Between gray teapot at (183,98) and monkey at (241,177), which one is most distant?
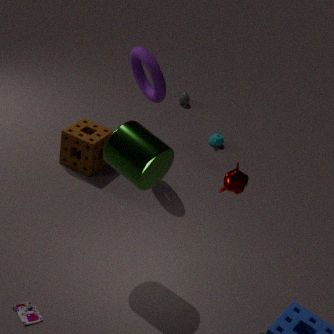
gray teapot at (183,98)
